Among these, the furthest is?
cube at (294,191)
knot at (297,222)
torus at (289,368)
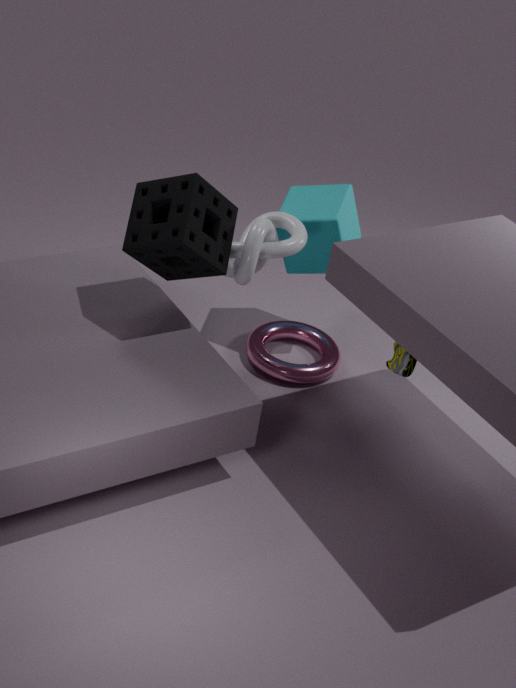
torus at (289,368)
